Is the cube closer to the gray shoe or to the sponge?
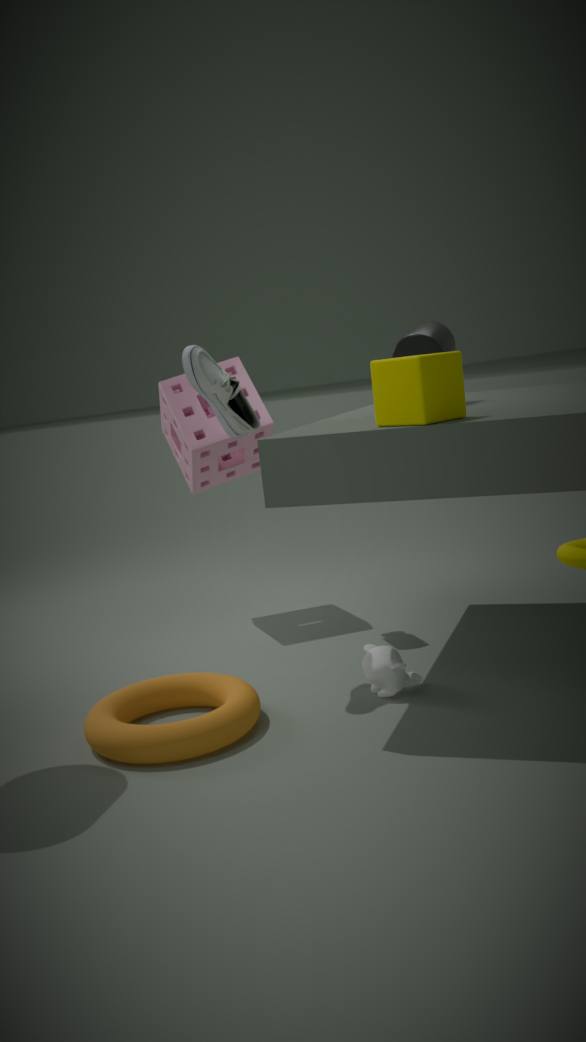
the gray shoe
